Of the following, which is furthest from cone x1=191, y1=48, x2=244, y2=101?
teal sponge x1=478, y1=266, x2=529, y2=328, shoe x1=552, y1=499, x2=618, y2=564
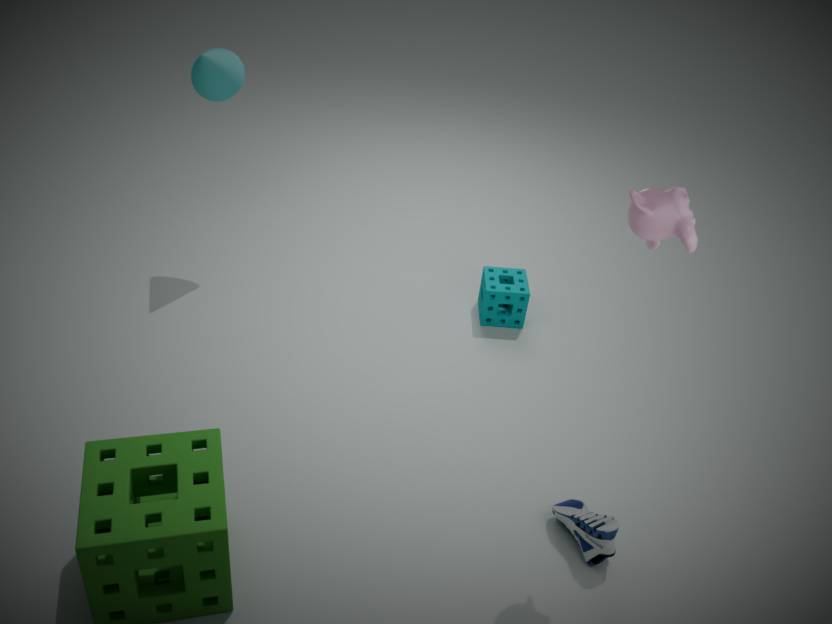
shoe x1=552, y1=499, x2=618, y2=564
